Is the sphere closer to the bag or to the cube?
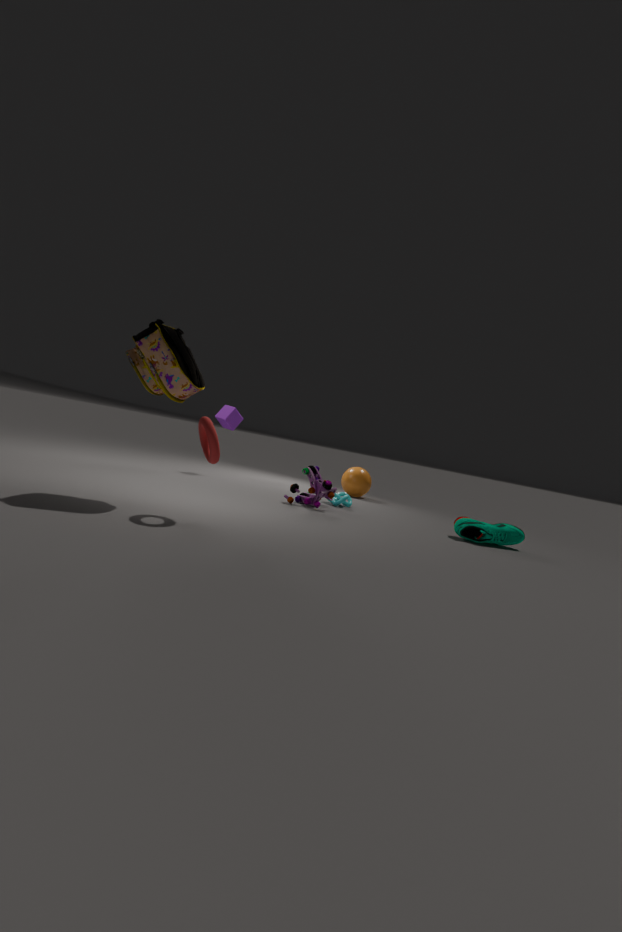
the cube
